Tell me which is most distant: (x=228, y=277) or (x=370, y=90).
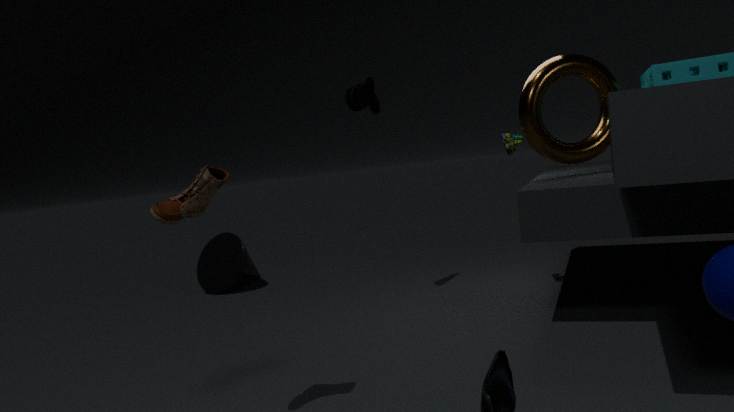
(x=228, y=277)
